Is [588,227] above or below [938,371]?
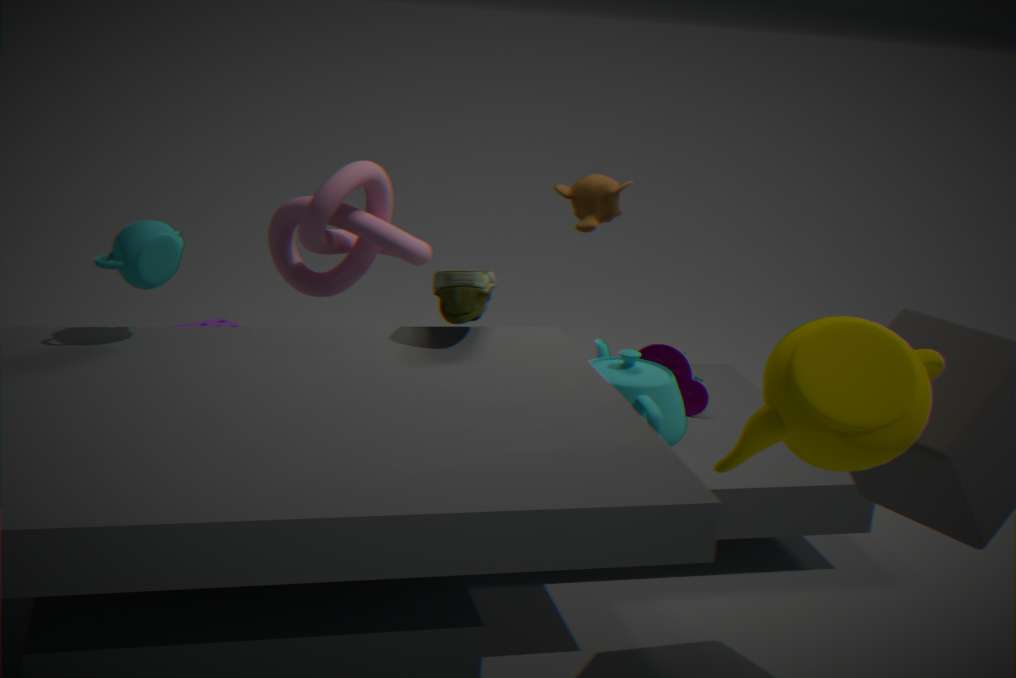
above
